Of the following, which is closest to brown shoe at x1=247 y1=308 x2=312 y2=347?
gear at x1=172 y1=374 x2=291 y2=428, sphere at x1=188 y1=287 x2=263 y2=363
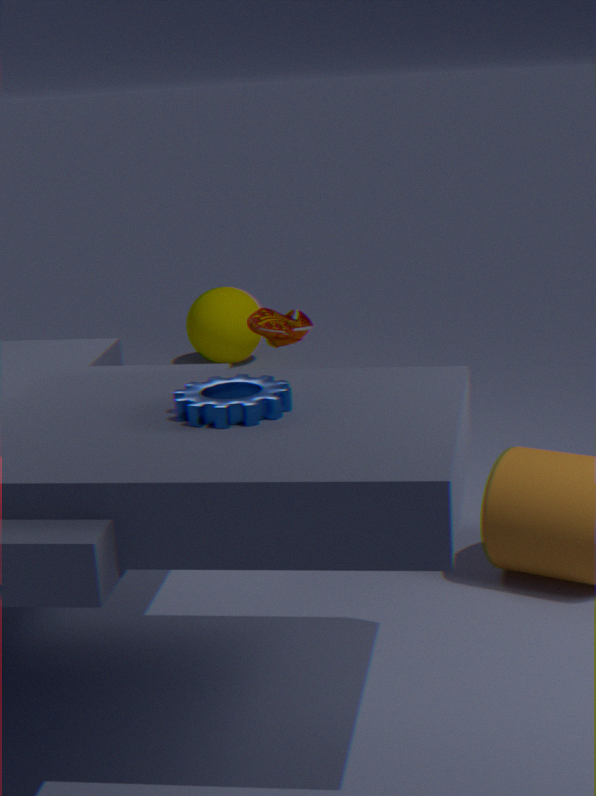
gear at x1=172 y1=374 x2=291 y2=428
